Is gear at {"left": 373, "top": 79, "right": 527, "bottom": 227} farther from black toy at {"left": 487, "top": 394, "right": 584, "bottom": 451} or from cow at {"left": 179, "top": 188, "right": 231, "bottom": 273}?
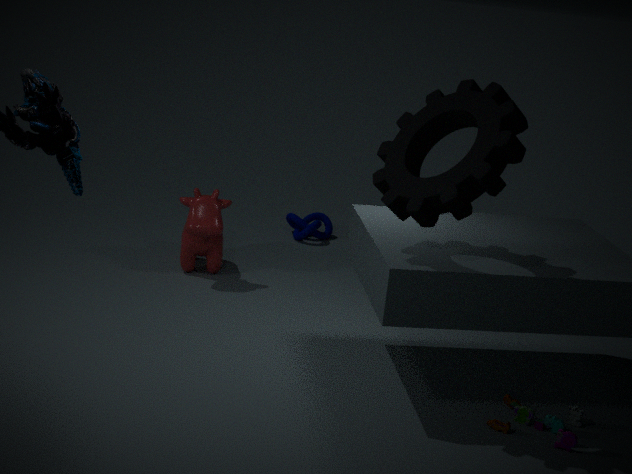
cow at {"left": 179, "top": 188, "right": 231, "bottom": 273}
